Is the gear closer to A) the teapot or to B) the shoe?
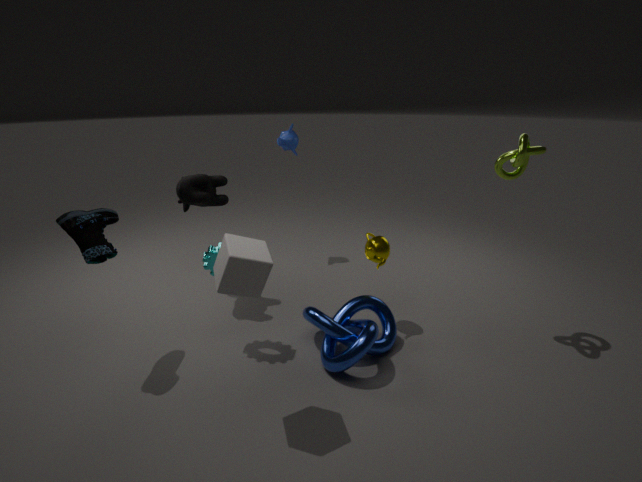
B) the shoe
